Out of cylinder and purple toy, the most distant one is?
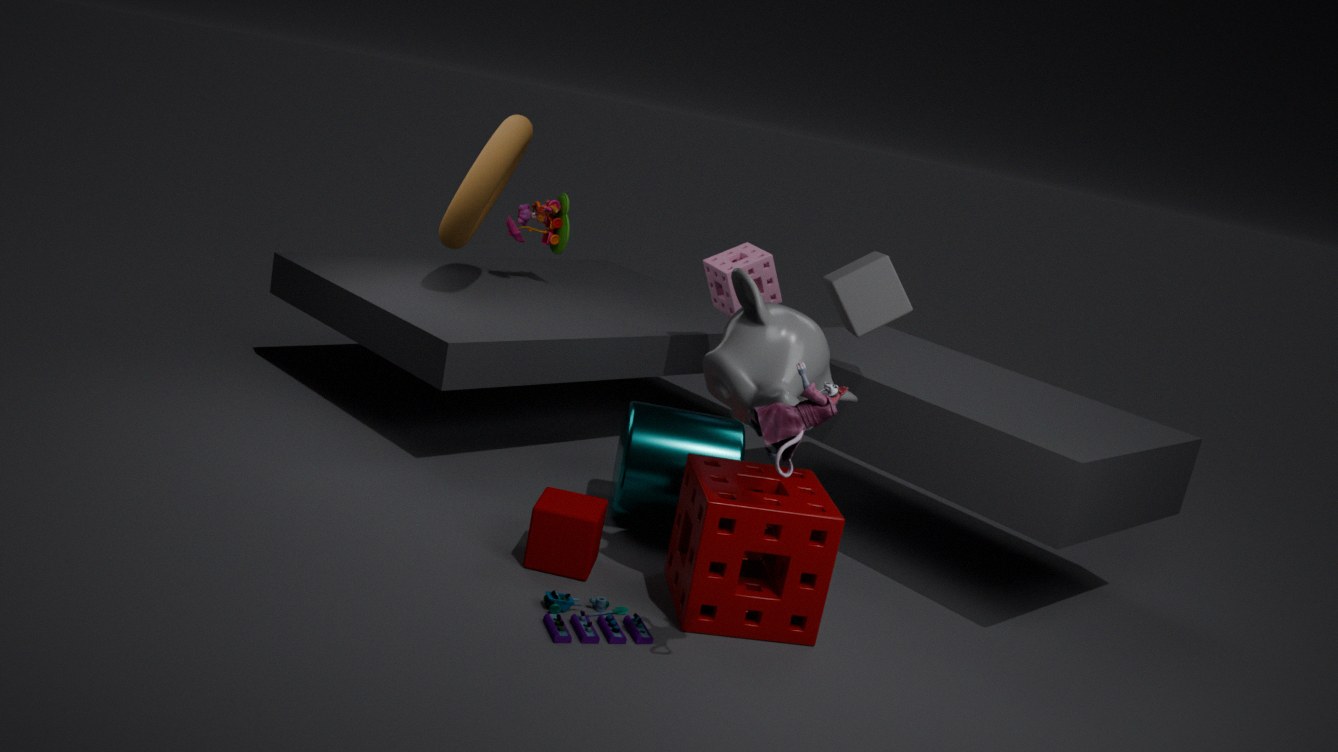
cylinder
